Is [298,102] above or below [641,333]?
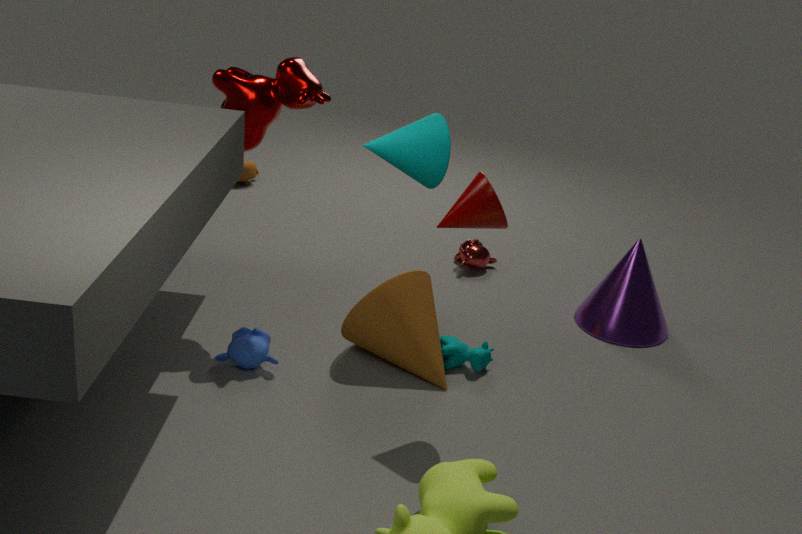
above
